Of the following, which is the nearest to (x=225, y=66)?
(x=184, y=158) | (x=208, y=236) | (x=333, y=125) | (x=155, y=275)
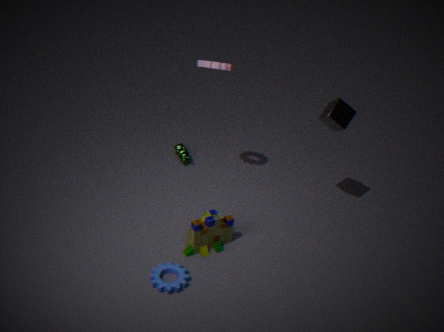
(x=333, y=125)
